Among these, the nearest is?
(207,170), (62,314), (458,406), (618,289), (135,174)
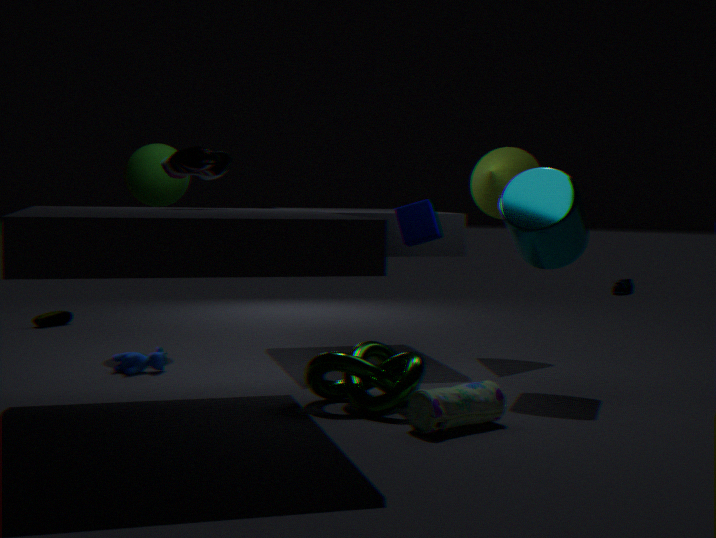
(458,406)
